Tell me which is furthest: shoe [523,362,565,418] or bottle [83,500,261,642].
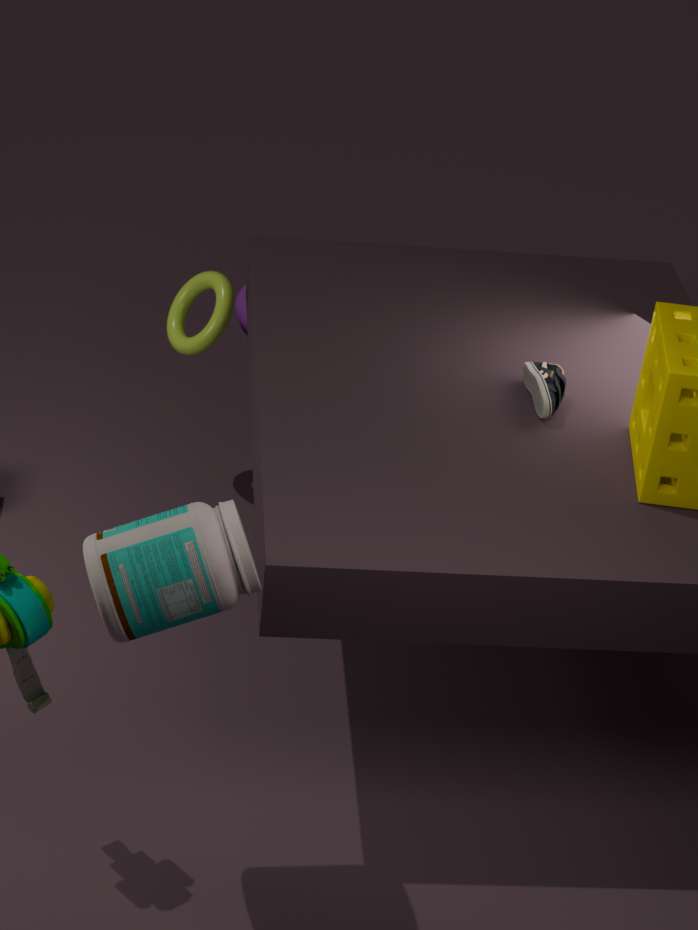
shoe [523,362,565,418]
